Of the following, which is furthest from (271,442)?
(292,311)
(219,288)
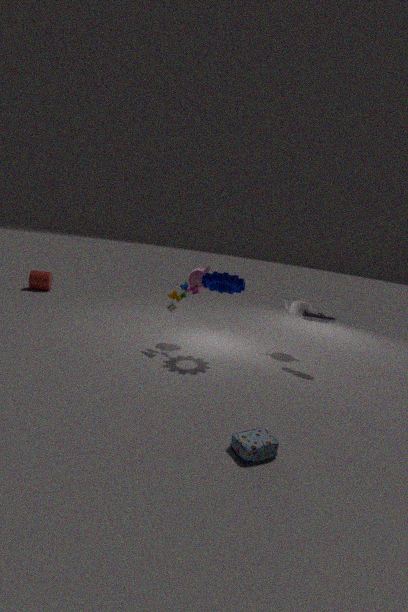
(292,311)
